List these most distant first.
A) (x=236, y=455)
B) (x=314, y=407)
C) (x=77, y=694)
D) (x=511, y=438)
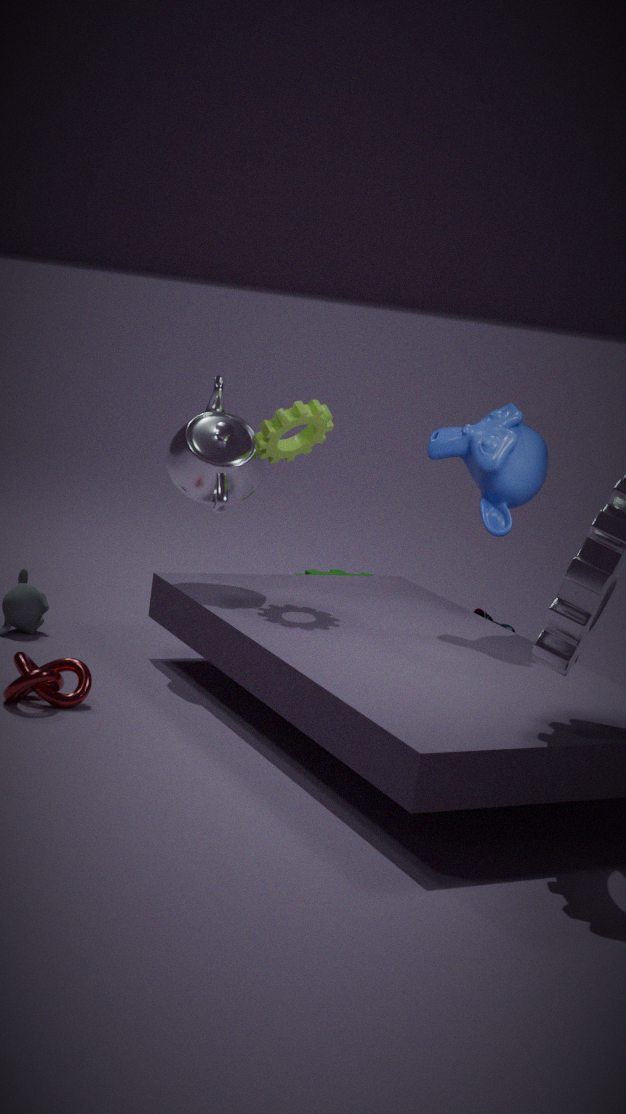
(x=236, y=455)
(x=314, y=407)
(x=511, y=438)
(x=77, y=694)
